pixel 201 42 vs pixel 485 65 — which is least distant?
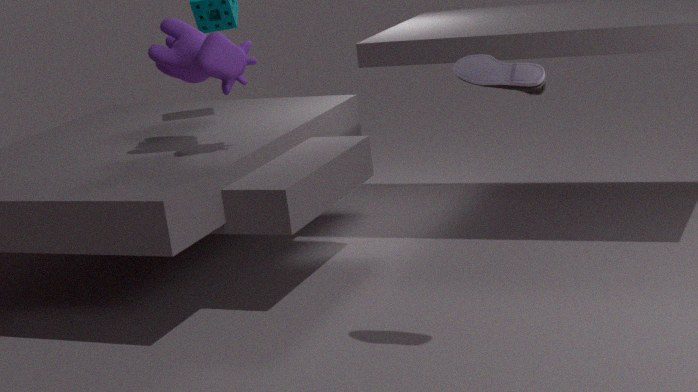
pixel 485 65
